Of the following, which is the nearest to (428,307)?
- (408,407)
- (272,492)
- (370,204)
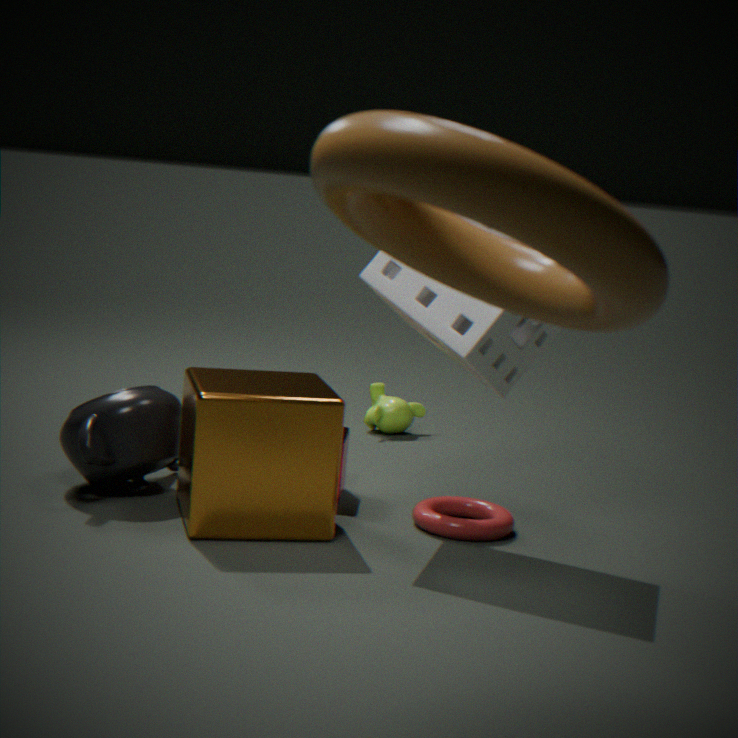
(272,492)
